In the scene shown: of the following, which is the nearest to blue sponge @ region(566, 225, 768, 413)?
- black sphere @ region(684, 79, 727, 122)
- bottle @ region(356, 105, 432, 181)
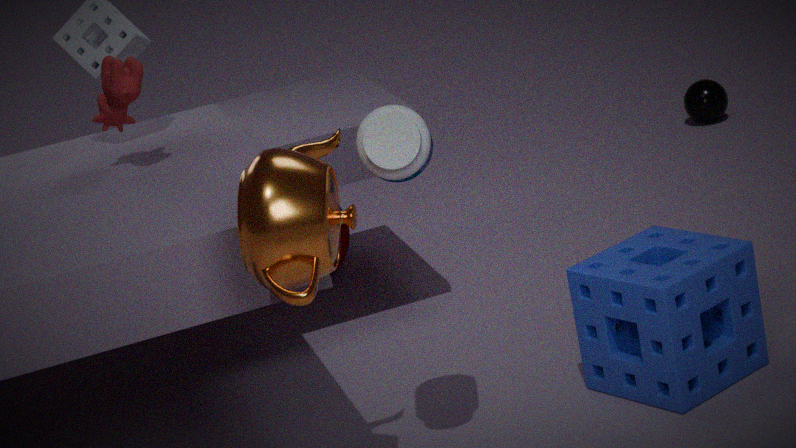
bottle @ region(356, 105, 432, 181)
